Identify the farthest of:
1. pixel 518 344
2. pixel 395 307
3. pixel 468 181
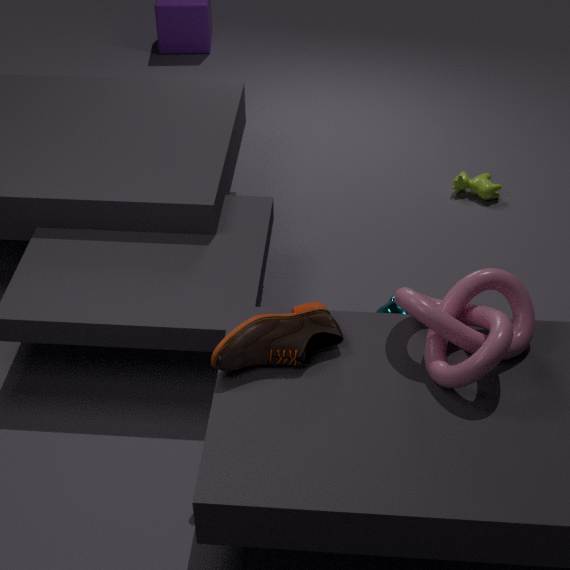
pixel 468 181
